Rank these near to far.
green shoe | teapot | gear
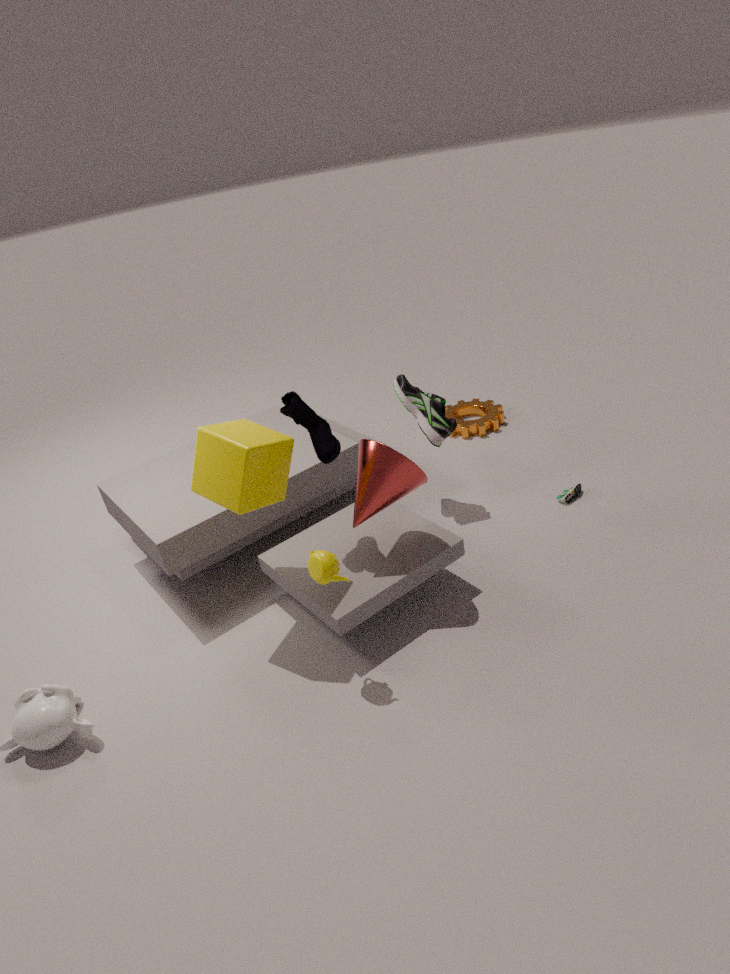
1. teapot
2. green shoe
3. gear
